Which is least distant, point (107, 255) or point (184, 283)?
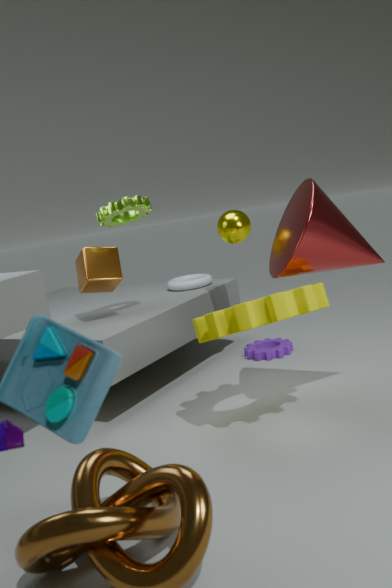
point (107, 255)
